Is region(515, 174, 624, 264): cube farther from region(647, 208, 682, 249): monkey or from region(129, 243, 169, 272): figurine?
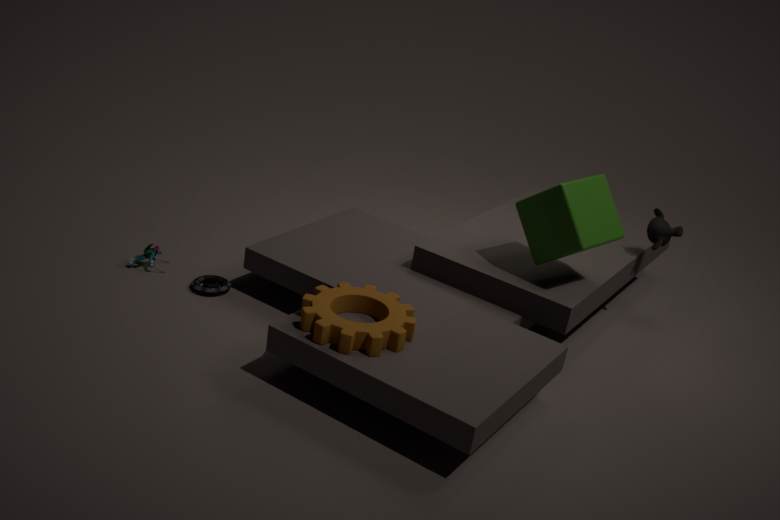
region(129, 243, 169, 272): figurine
